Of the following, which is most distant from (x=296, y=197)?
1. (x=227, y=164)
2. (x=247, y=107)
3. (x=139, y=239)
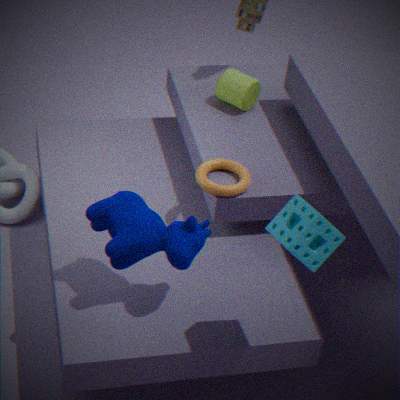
(x=247, y=107)
